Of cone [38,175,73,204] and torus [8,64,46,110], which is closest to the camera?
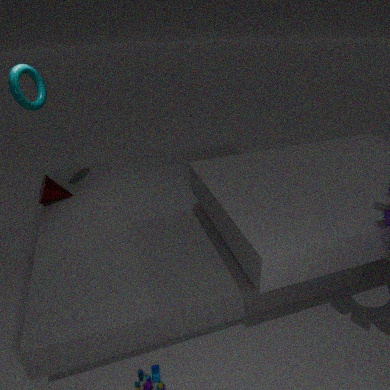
torus [8,64,46,110]
